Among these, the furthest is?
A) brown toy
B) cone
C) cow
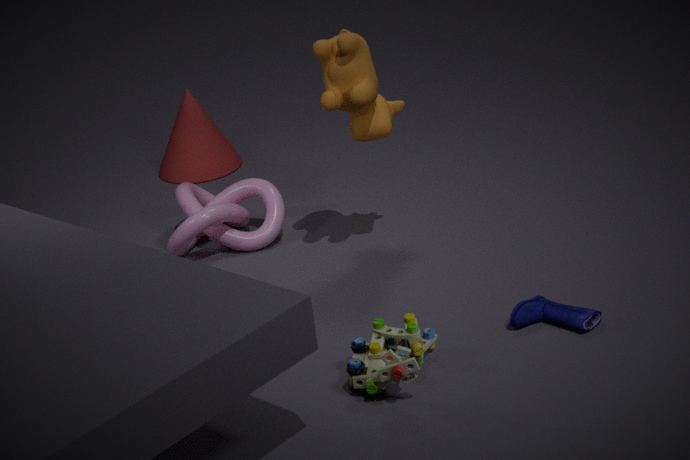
B. cone
